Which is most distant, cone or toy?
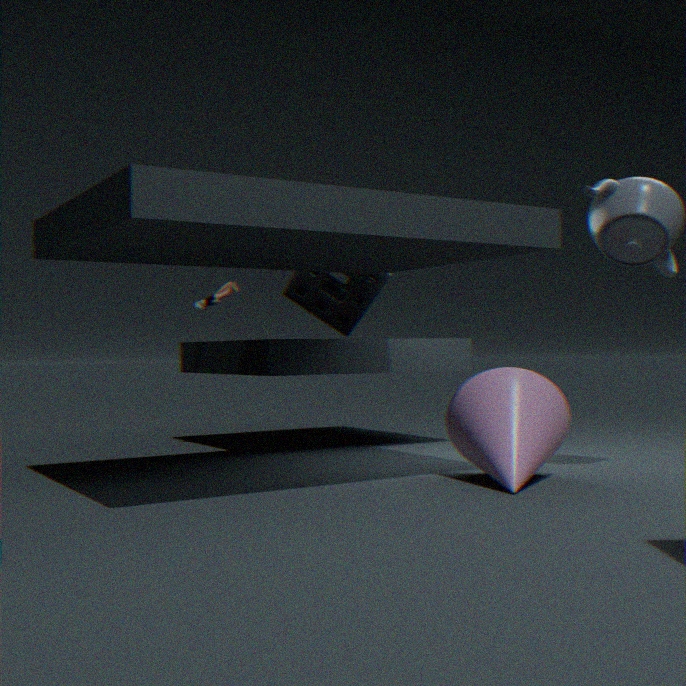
toy
